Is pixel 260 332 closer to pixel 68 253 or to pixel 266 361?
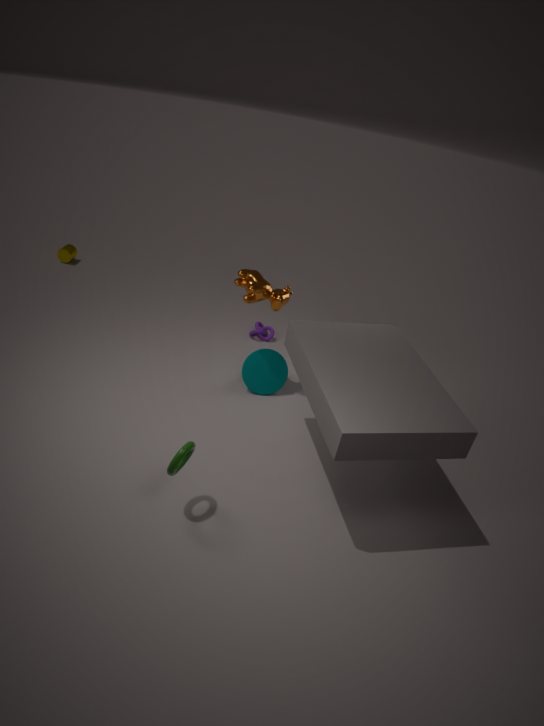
pixel 266 361
